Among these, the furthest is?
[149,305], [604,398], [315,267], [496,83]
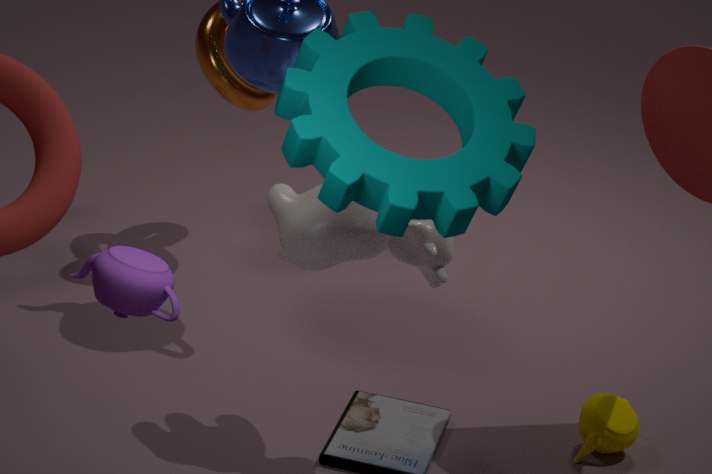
→ [604,398]
